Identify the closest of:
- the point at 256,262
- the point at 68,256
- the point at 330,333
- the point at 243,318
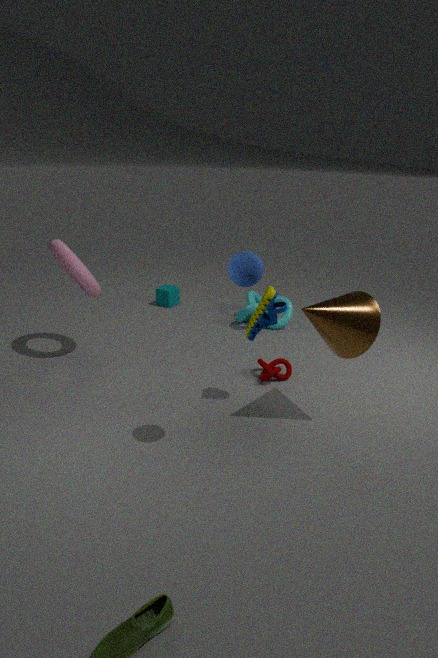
the point at 256,262
